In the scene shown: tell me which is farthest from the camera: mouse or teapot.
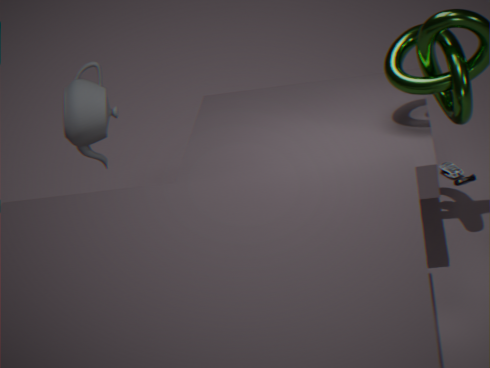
mouse
